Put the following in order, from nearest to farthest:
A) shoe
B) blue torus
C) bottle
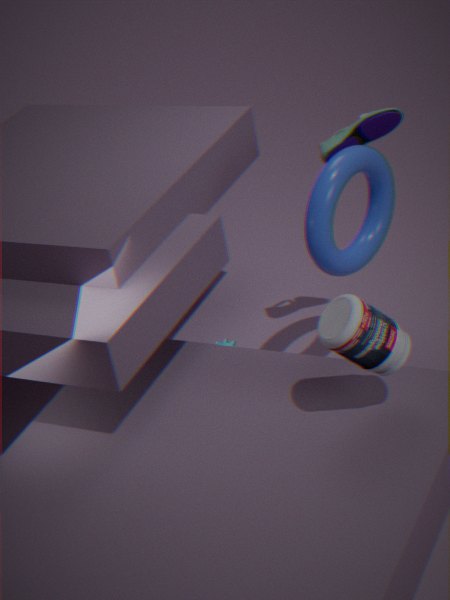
1. C. bottle
2. B. blue torus
3. A. shoe
